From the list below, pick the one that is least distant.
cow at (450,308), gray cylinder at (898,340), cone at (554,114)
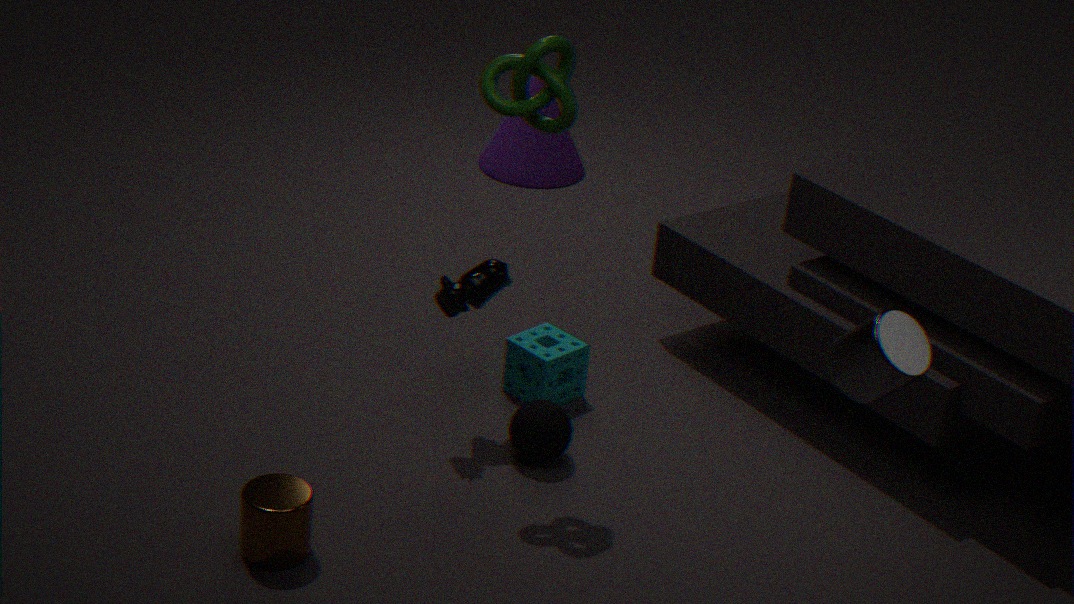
gray cylinder at (898,340)
